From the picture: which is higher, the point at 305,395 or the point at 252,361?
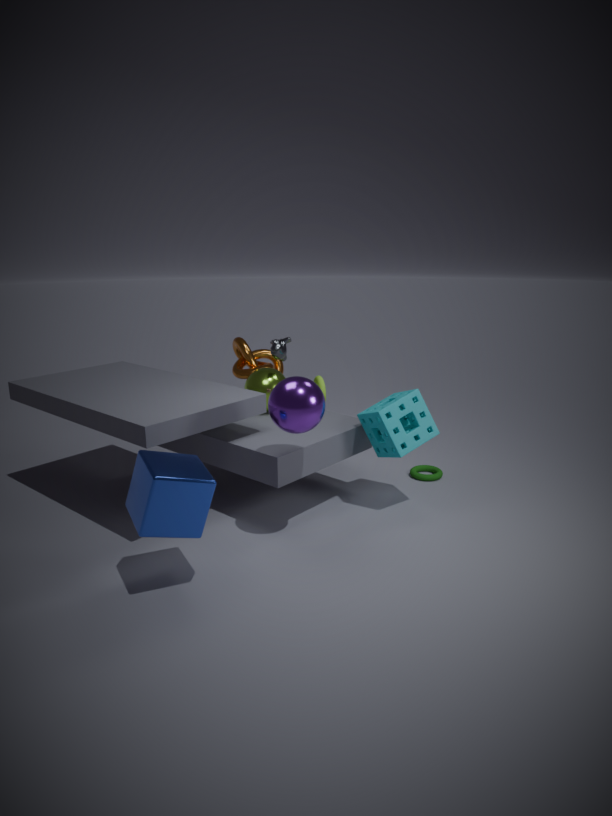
the point at 305,395
